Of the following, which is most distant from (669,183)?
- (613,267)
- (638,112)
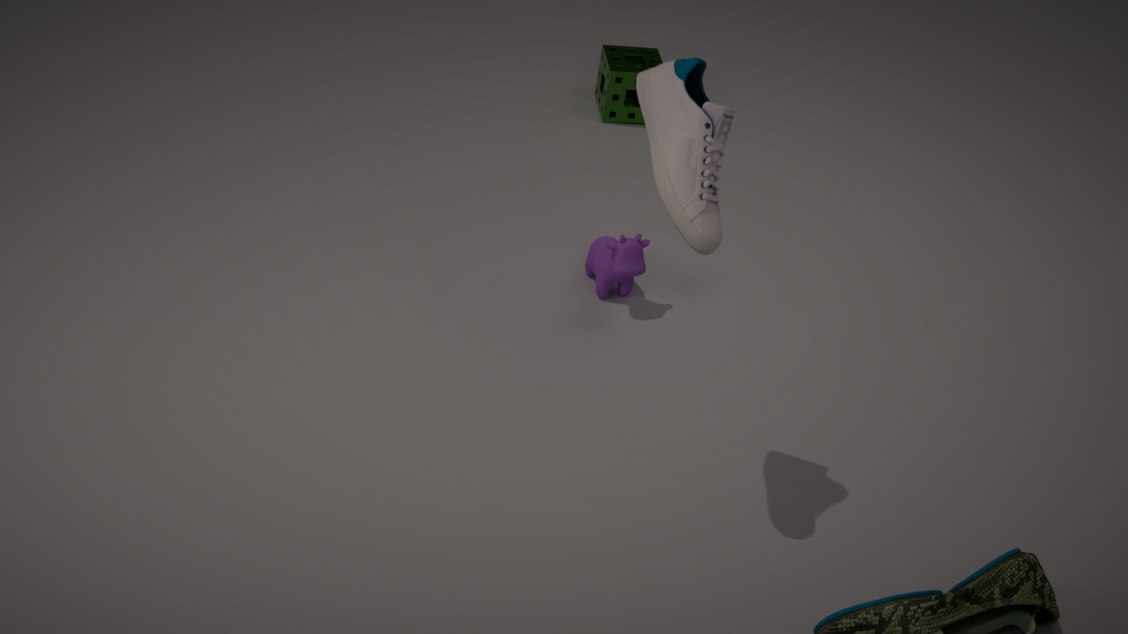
(638,112)
